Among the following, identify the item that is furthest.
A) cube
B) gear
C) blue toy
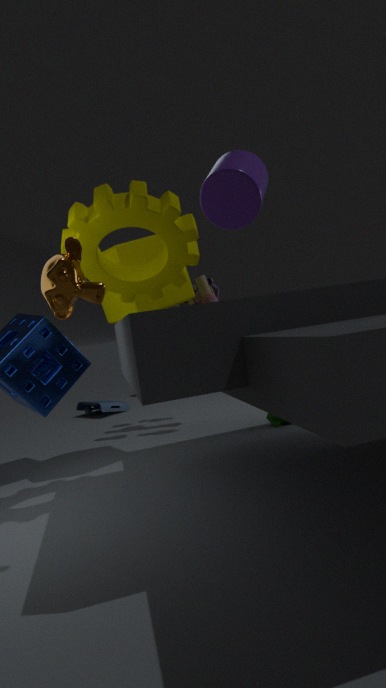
blue toy
